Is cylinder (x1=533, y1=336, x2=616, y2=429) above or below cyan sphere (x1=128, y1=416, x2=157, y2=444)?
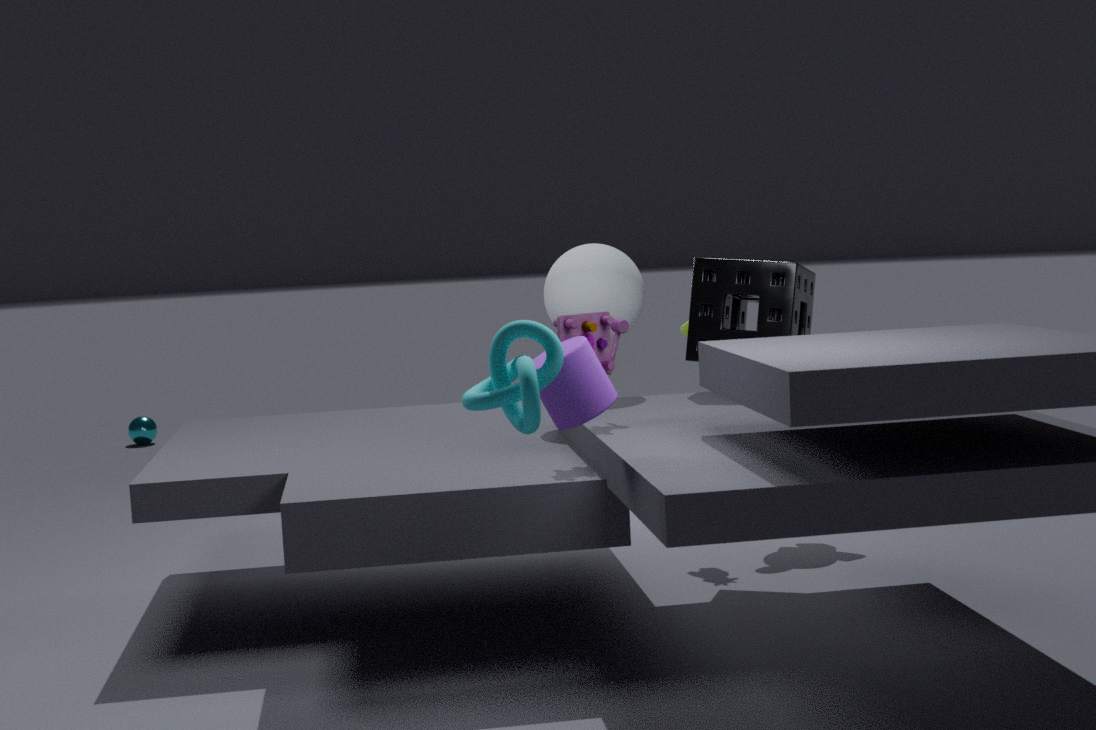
above
